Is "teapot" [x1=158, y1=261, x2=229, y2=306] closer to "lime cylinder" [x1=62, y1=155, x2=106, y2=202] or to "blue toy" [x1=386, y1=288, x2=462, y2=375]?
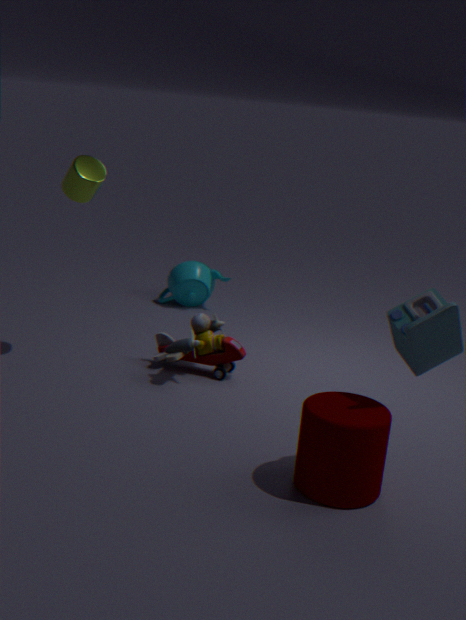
"lime cylinder" [x1=62, y1=155, x2=106, y2=202]
